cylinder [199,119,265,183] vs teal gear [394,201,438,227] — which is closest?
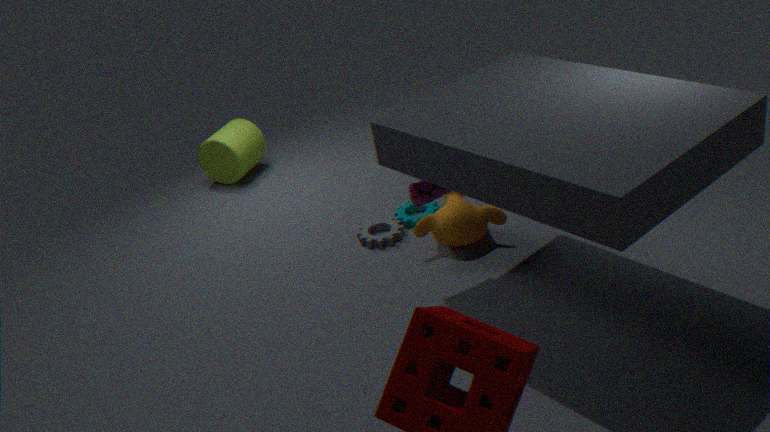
teal gear [394,201,438,227]
